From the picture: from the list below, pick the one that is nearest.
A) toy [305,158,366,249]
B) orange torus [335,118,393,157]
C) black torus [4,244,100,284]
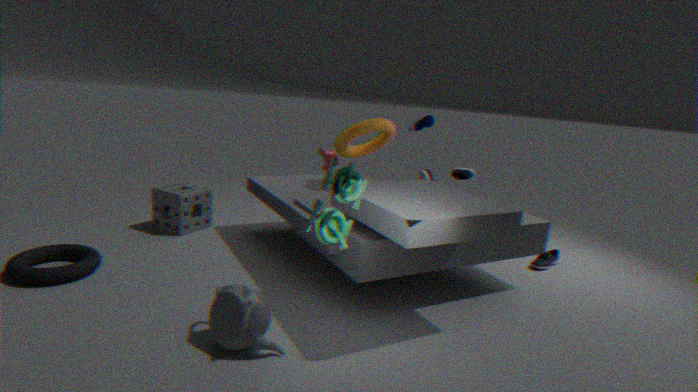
toy [305,158,366,249]
